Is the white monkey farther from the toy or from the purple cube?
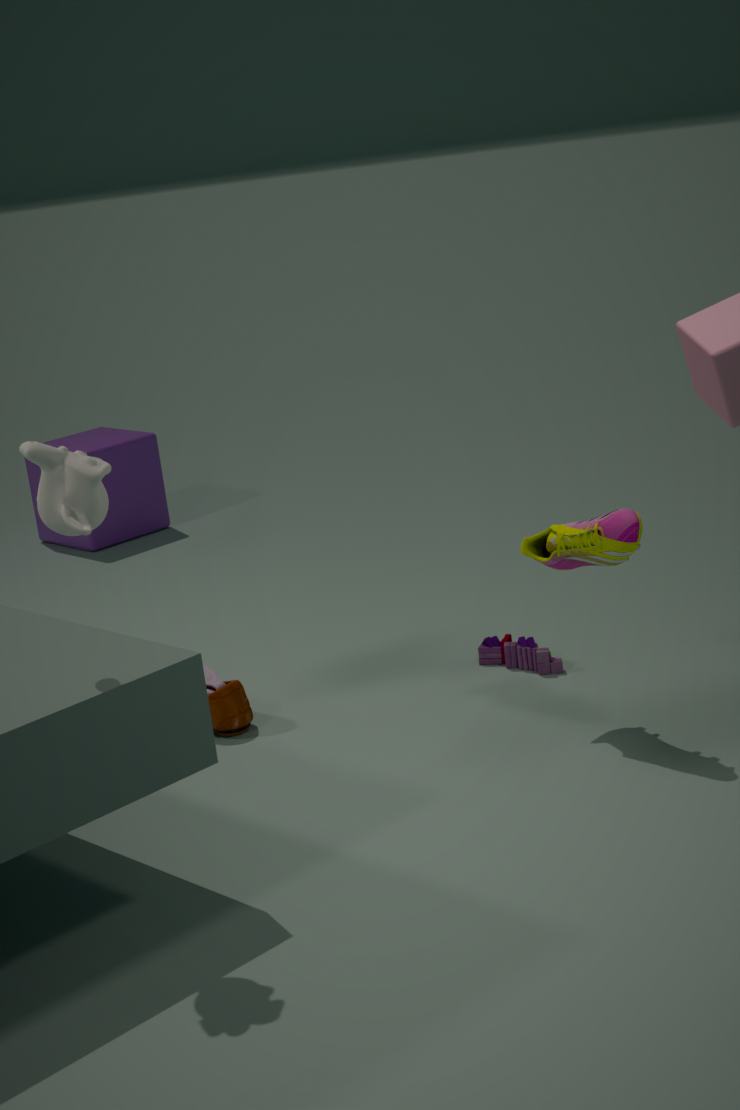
the purple cube
